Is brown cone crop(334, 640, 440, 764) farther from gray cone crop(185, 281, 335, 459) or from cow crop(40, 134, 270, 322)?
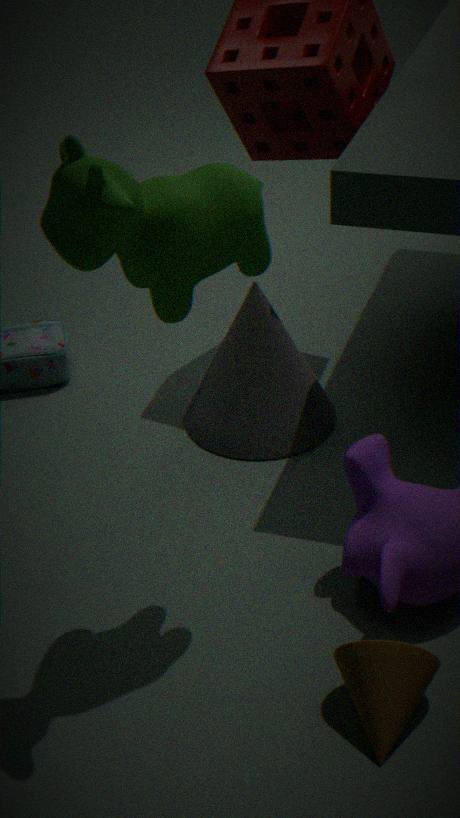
gray cone crop(185, 281, 335, 459)
